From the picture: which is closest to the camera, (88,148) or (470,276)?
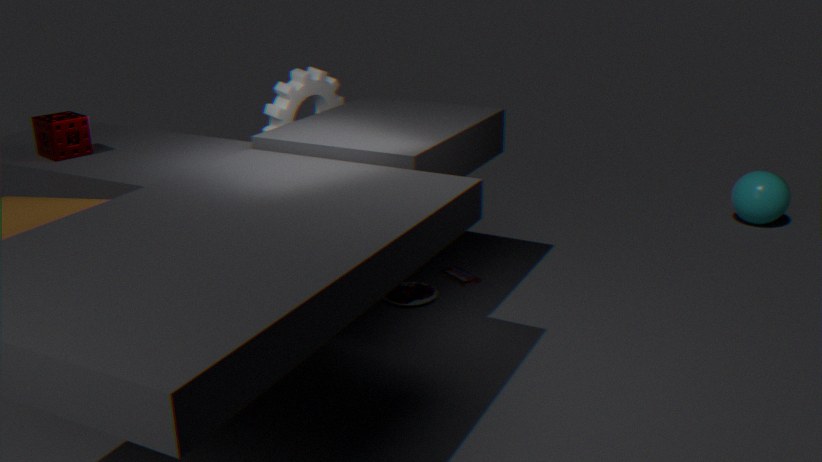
(88,148)
